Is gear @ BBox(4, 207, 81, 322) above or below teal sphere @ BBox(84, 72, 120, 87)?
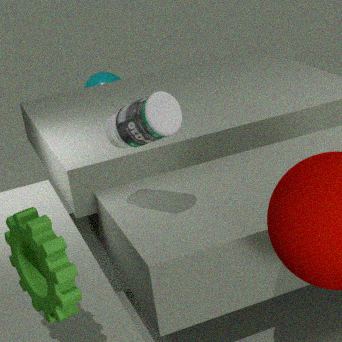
above
